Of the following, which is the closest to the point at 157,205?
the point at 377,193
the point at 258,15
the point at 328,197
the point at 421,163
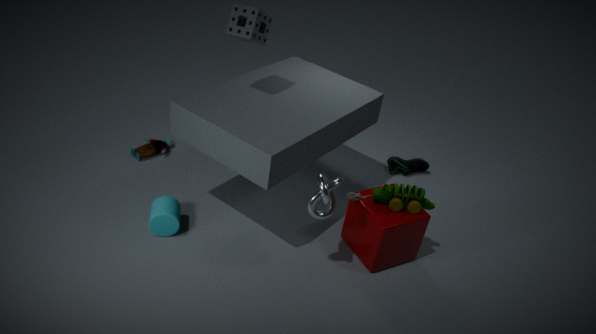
the point at 328,197
